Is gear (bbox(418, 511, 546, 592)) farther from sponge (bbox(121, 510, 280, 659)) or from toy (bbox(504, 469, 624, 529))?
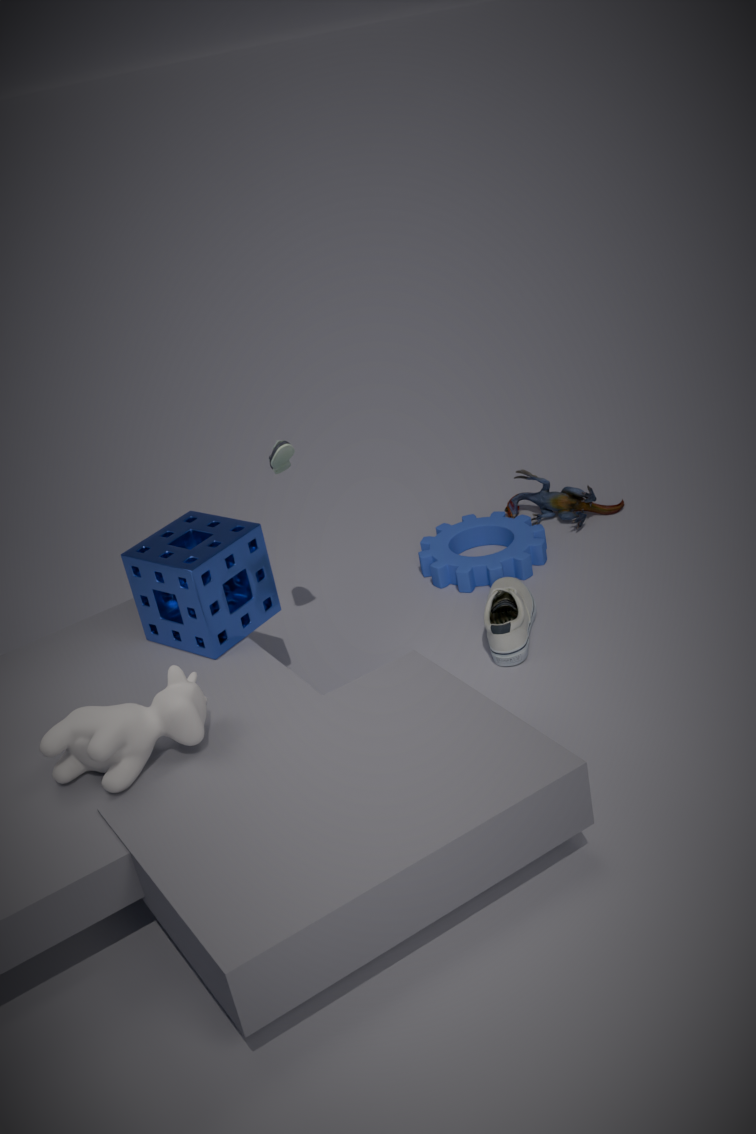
sponge (bbox(121, 510, 280, 659))
